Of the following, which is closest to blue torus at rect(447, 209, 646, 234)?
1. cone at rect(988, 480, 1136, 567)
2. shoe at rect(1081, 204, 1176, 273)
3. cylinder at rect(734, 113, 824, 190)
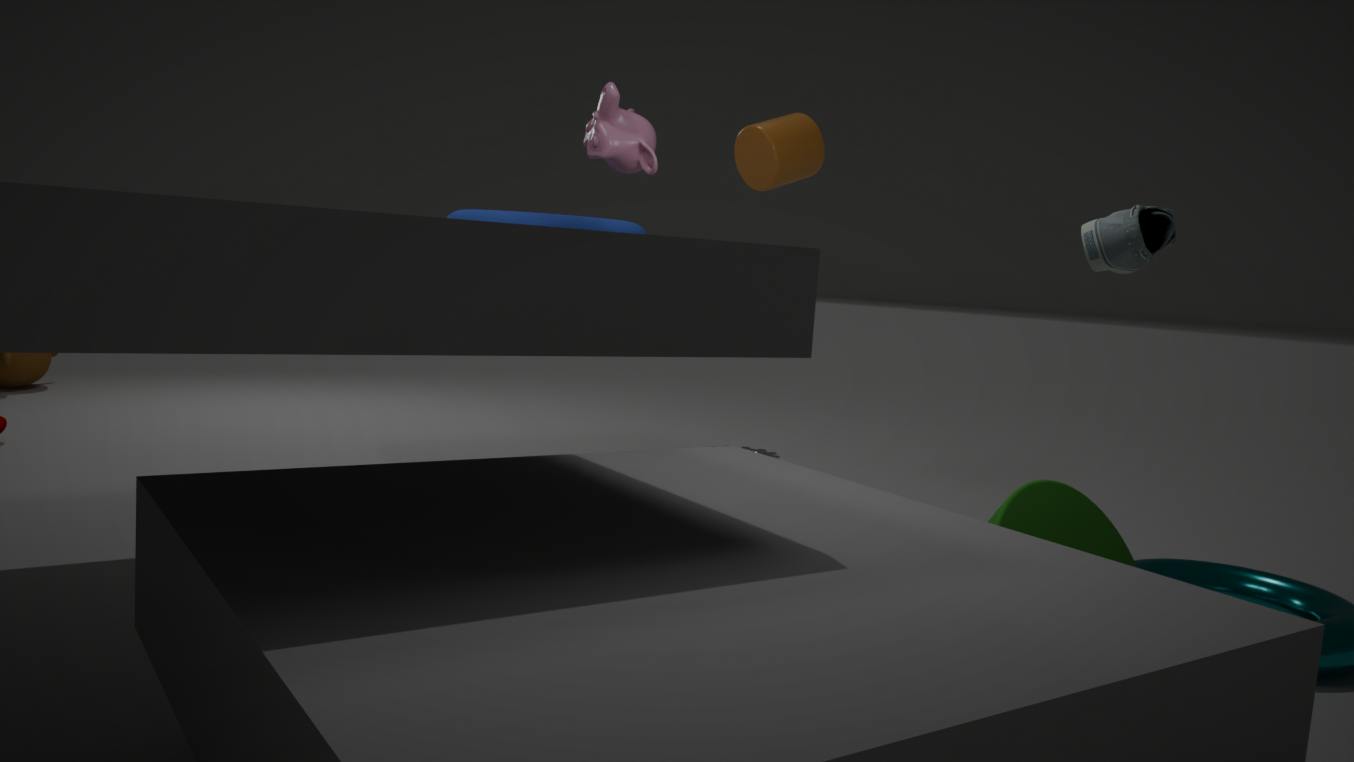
cylinder at rect(734, 113, 824, 190)
